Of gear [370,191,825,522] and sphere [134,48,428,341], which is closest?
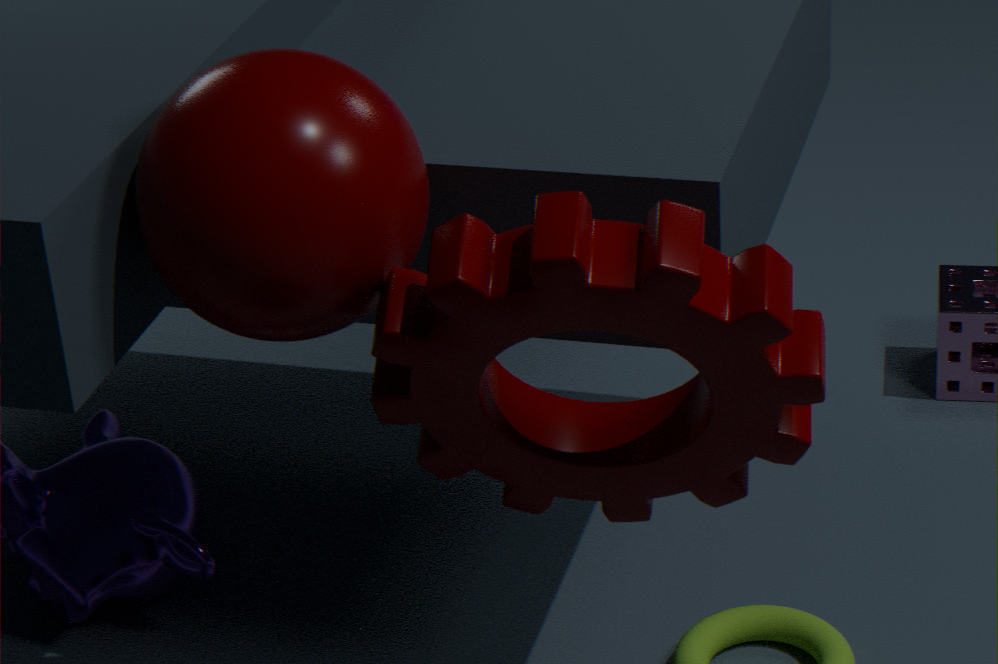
gear [370,191,825,522]
